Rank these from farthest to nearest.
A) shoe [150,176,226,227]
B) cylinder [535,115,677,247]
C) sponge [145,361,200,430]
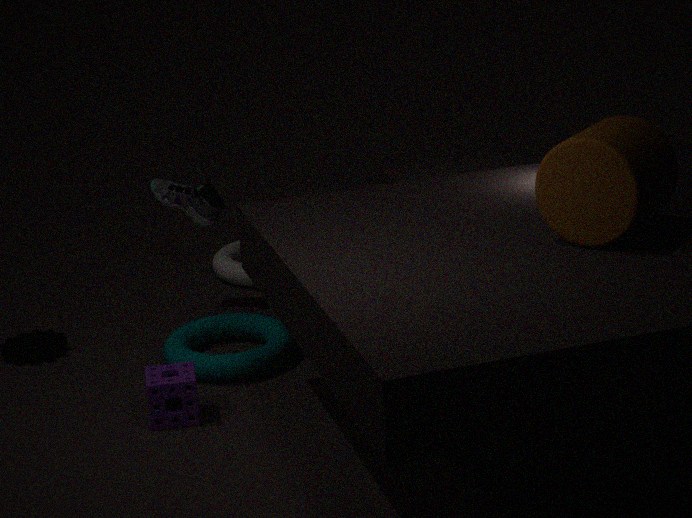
shoe [150,176,226,227] < sponge [145,361,200,430] < cylinder [535,115,677,247]
